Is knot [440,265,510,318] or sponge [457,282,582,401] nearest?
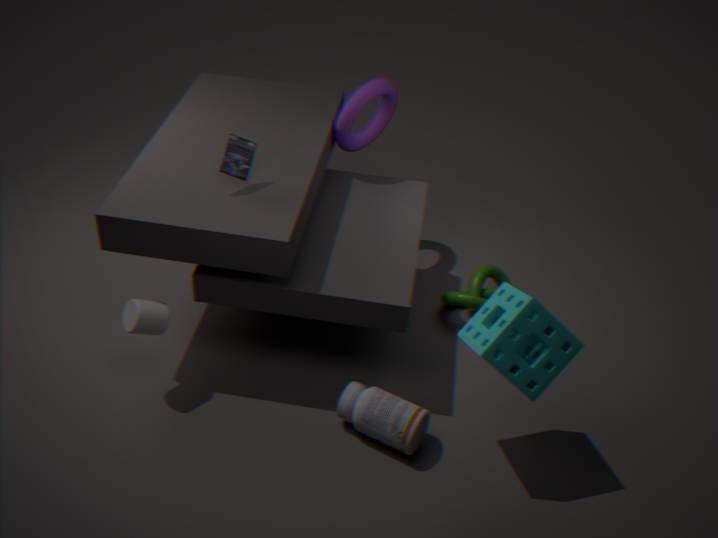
→ sponge [457,282,582,401]
